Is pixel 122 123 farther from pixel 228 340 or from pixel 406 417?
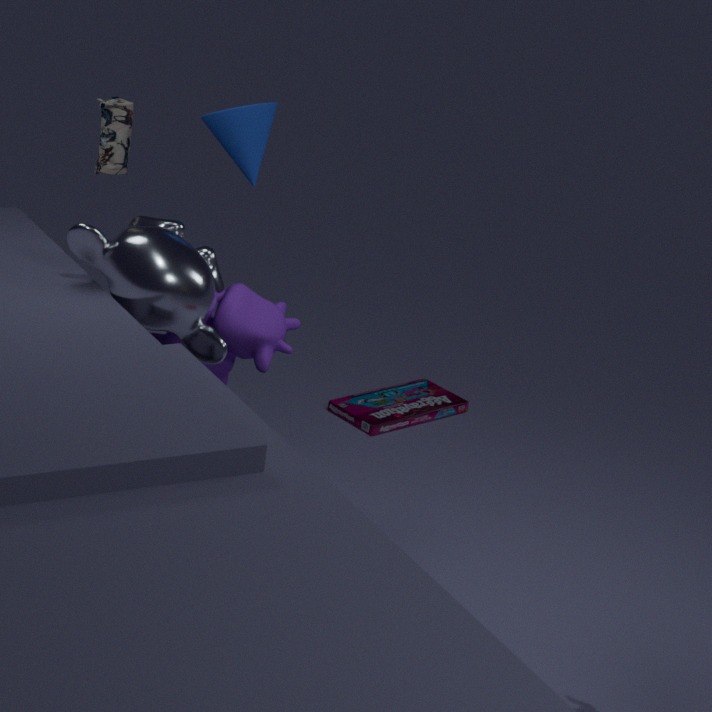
pixel 406 417
